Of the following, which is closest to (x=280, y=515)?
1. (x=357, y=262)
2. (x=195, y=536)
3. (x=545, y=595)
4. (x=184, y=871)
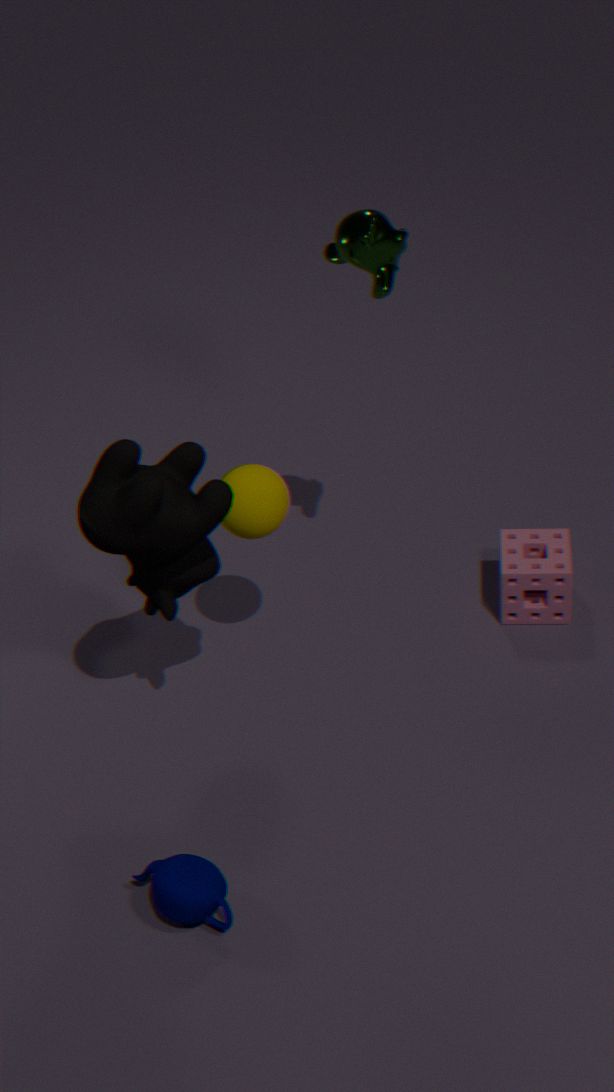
(x=195, y=536)
